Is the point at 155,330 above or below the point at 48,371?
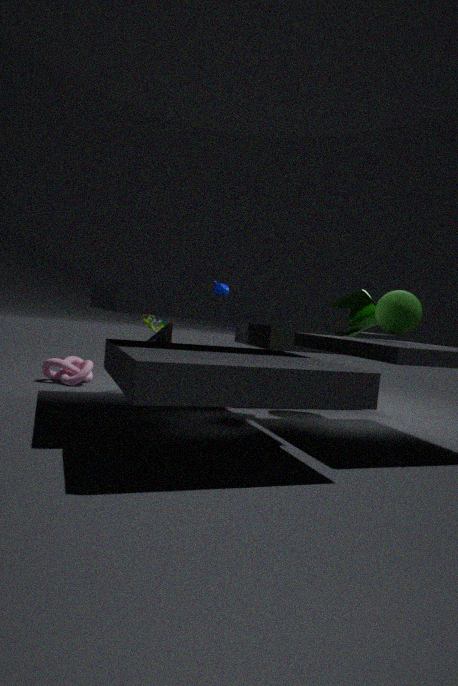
above
